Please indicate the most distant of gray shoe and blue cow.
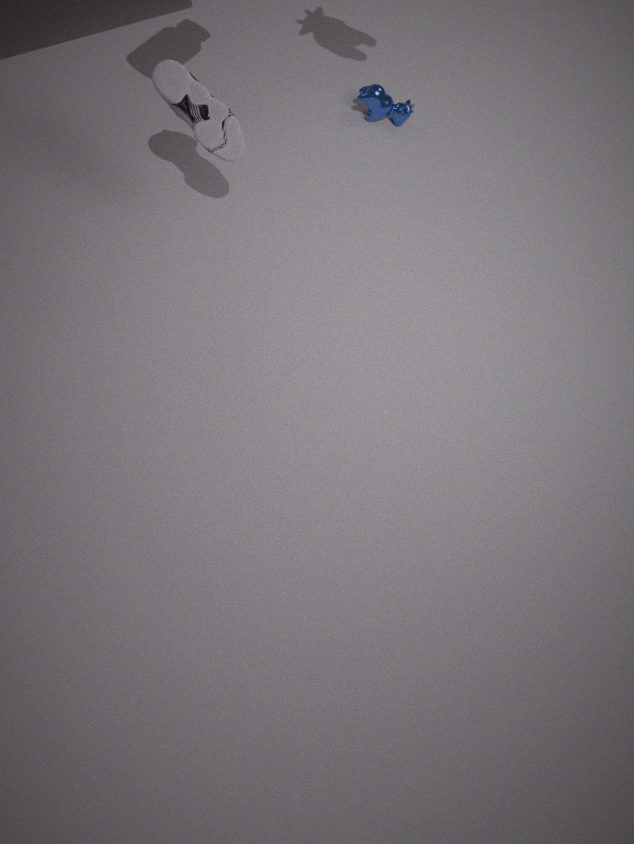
blue cow
